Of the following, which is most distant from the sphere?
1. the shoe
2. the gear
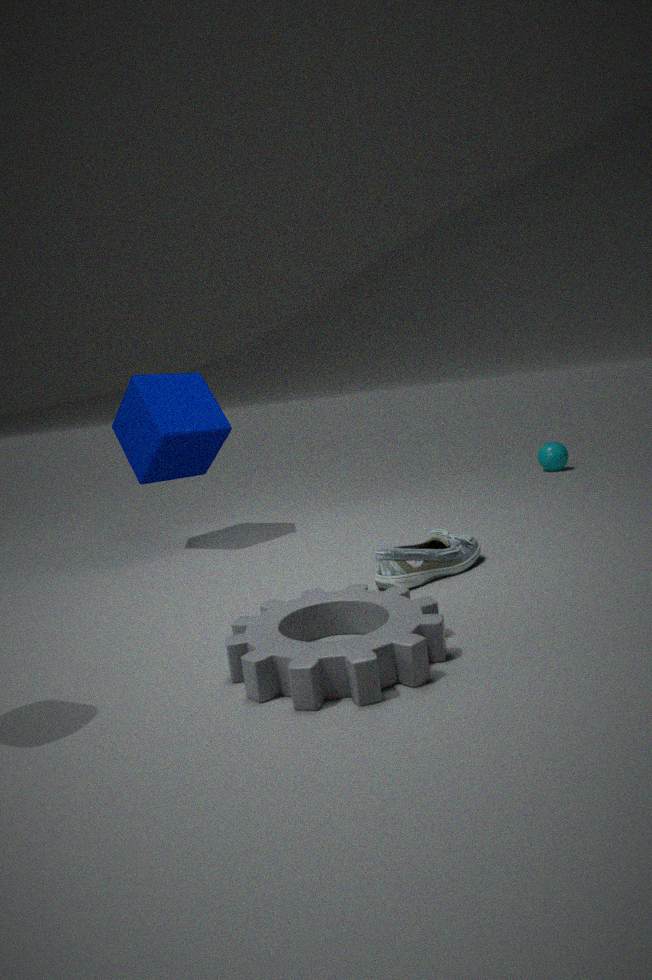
the gear
